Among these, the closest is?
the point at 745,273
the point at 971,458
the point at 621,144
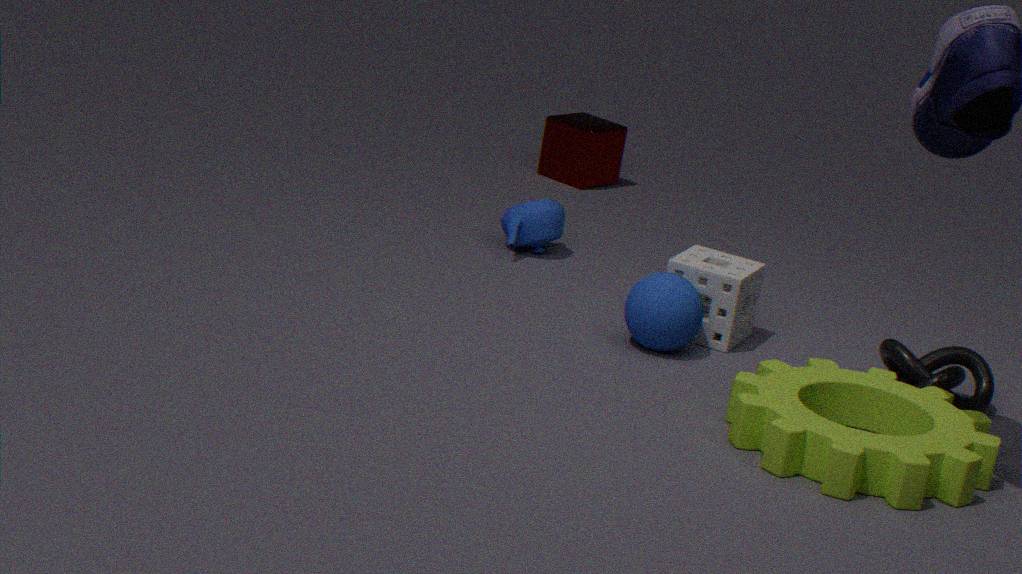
the point at 971,458
